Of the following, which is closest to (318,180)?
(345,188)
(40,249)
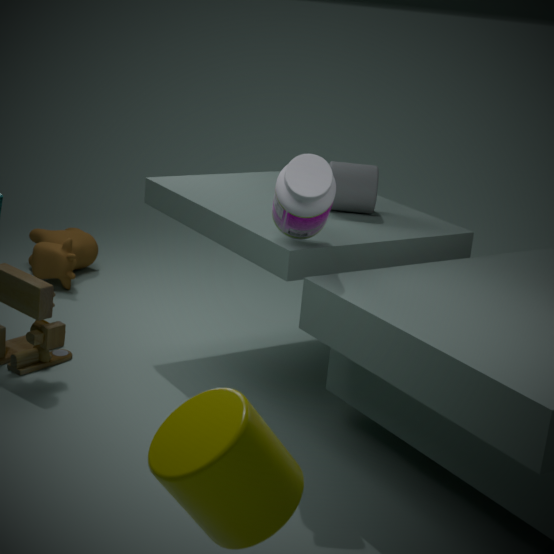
(345,188)
